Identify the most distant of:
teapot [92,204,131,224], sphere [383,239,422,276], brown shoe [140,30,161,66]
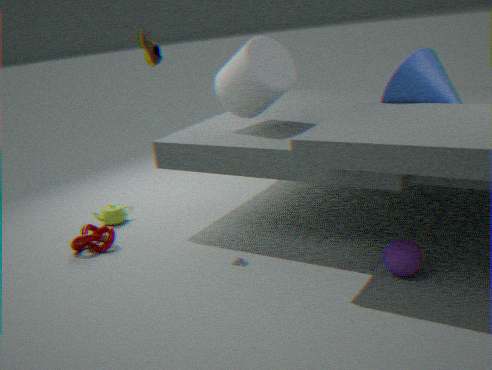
teapot [92,204,131,224]
